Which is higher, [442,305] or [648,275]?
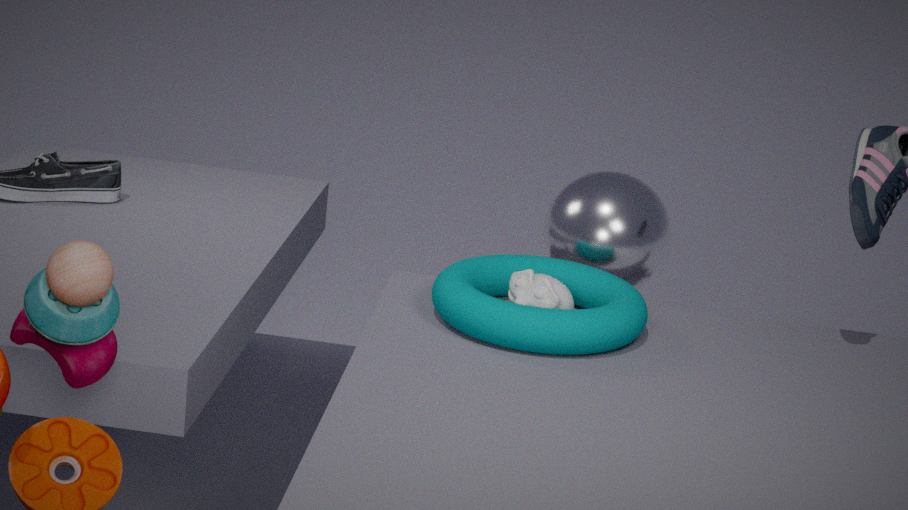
[648,275]
